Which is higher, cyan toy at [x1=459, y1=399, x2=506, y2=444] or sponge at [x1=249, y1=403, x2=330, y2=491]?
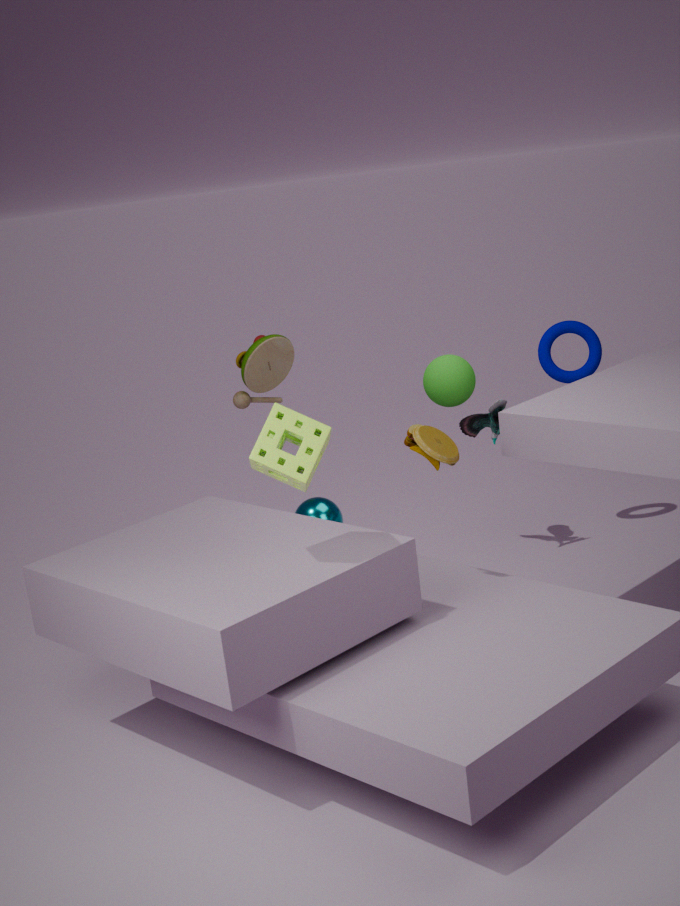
sponge at [x1=249, y1=403, x2=330, y2=491]
